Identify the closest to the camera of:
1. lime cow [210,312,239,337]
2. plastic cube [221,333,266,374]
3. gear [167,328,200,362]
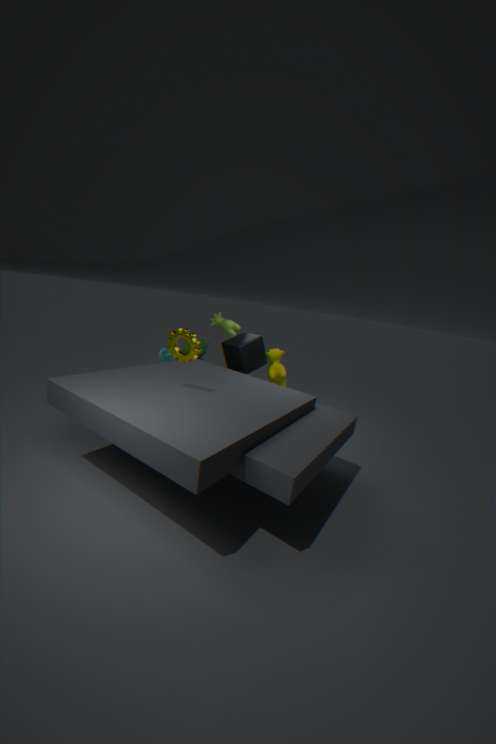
gear [167,328,200,362]
